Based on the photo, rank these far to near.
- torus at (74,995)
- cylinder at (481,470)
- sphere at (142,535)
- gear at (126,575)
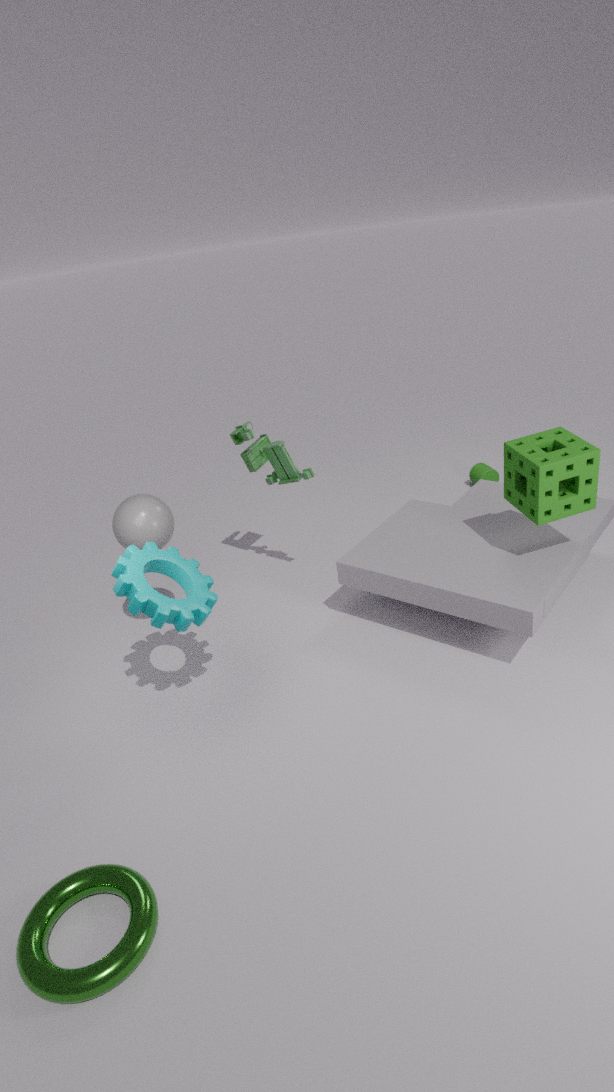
cylinder at (481,470), sphere at (142,535), gear at (126,575), torus at (74,995)
